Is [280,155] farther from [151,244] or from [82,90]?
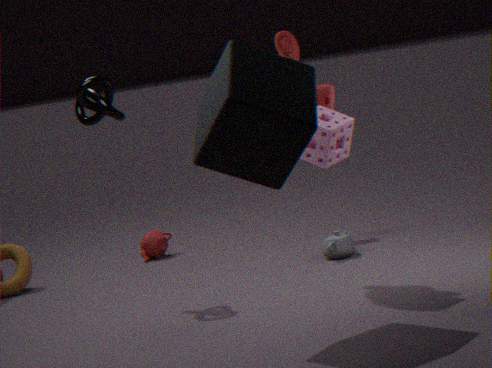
[151,244]
